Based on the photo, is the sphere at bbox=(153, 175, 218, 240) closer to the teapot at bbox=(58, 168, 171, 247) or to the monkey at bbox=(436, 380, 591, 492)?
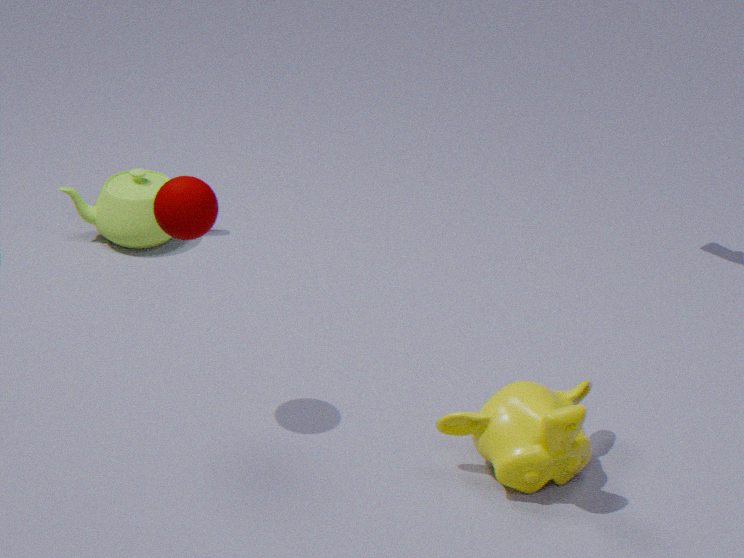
the monkey at bbox=(436, 380, 591, 492)
